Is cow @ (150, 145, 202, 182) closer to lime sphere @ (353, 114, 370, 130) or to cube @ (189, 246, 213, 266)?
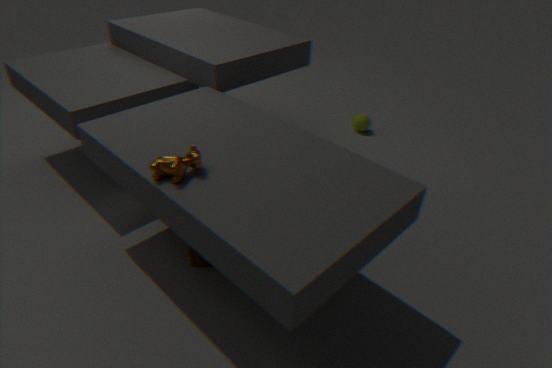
cube @ (189, 246, 213, 266)
